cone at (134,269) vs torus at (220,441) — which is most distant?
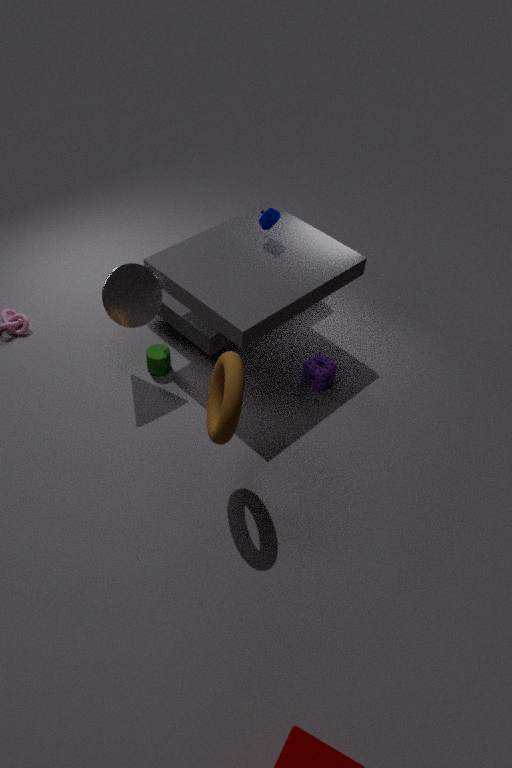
cone at (134,269)
